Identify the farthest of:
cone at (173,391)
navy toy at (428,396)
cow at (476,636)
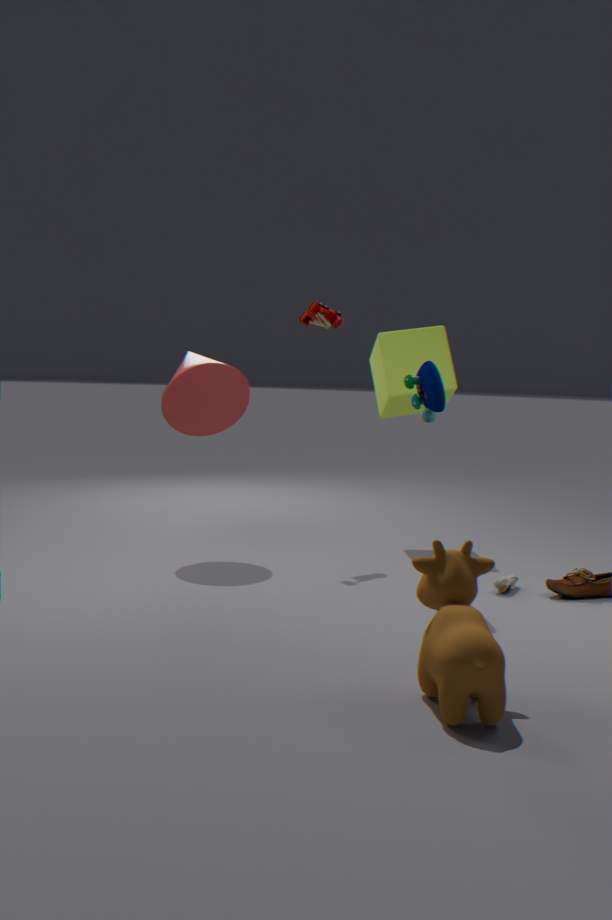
cone at (173,391)
